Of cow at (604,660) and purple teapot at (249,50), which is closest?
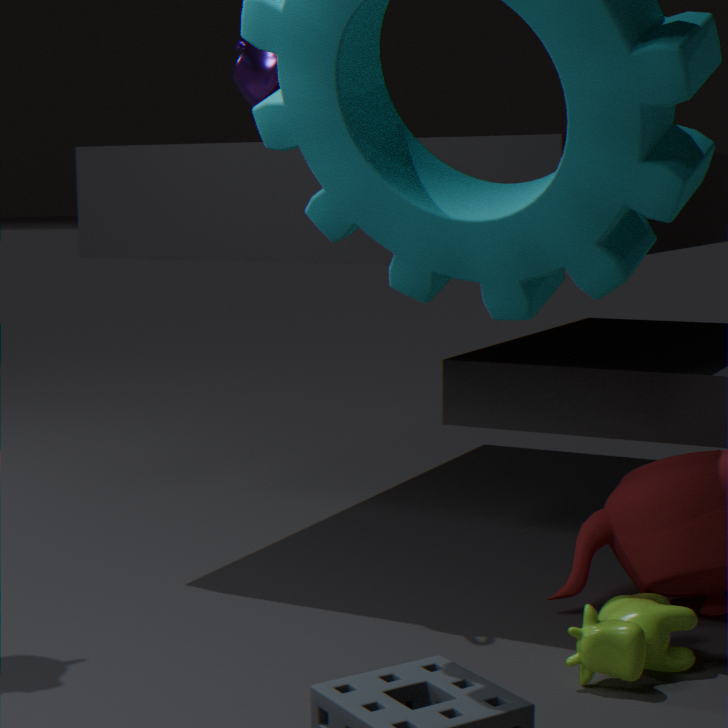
cow at (604,660)
